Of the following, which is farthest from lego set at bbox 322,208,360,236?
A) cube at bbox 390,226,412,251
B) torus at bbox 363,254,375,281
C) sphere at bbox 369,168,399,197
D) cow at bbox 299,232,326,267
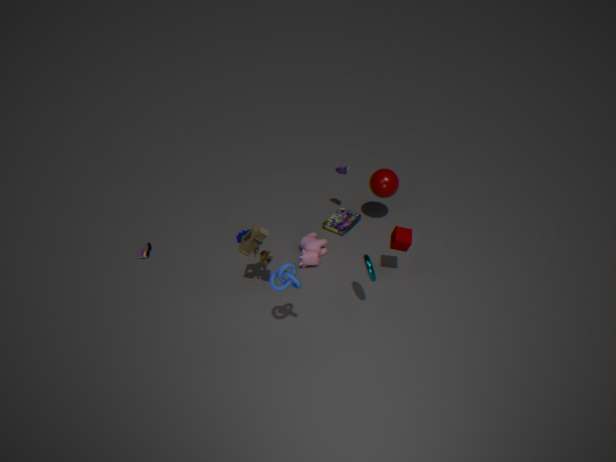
torus at bbox 363,254,375,281
